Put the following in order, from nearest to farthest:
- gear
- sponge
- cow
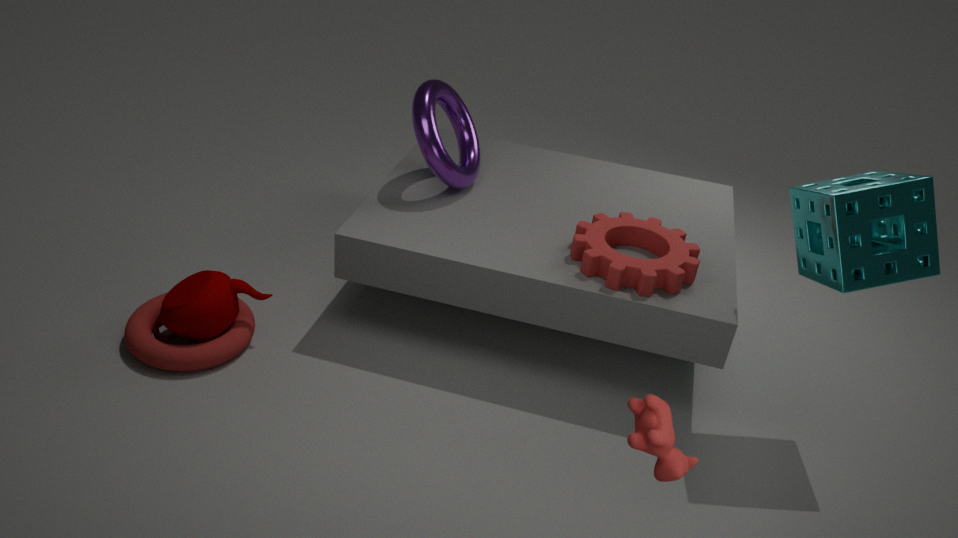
cow, sponge, gear
